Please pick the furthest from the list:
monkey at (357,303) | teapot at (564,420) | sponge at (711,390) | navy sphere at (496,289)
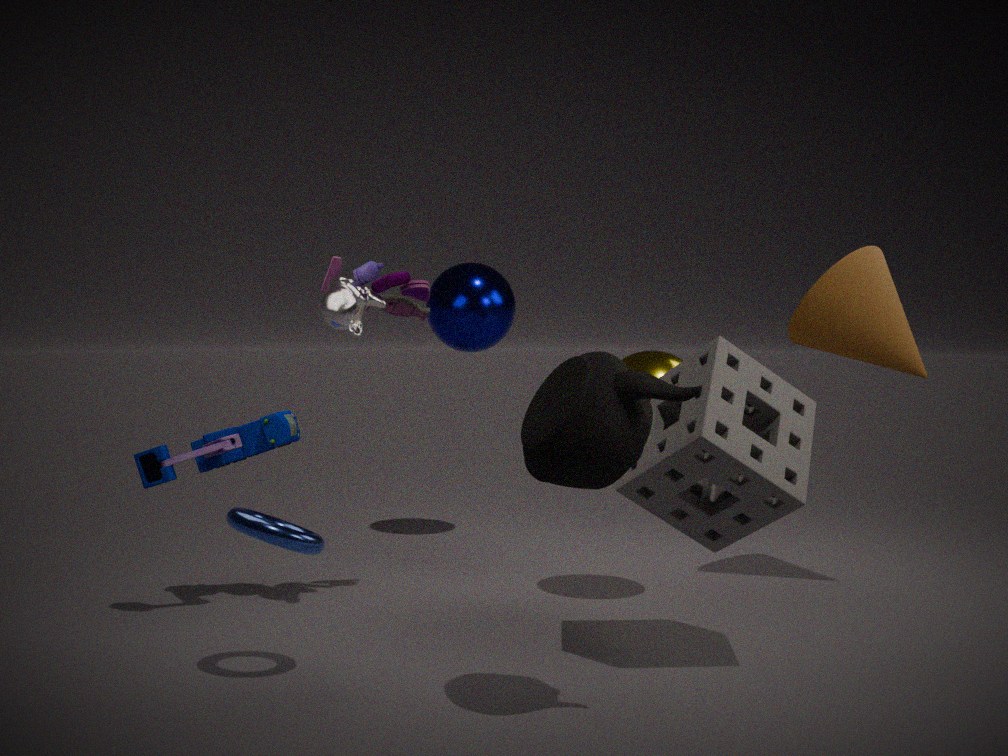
navy sphere at (496,289)
